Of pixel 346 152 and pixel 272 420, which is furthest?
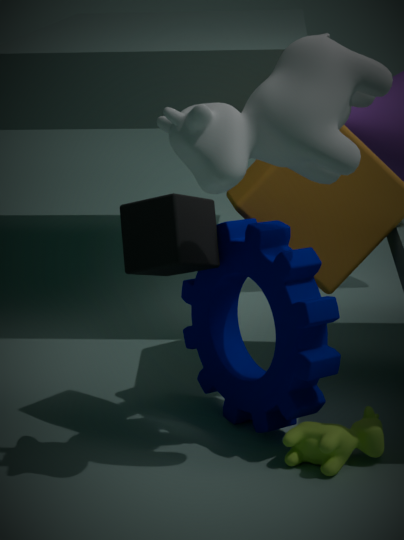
pixel 272 420
